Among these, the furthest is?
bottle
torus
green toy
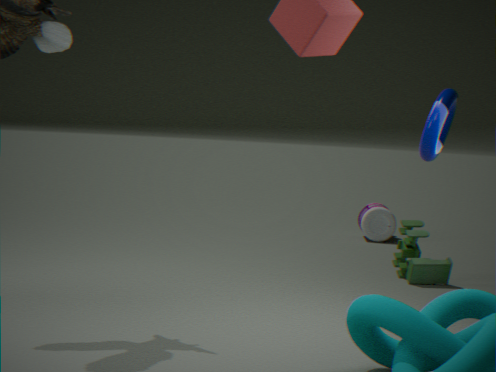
bottle
